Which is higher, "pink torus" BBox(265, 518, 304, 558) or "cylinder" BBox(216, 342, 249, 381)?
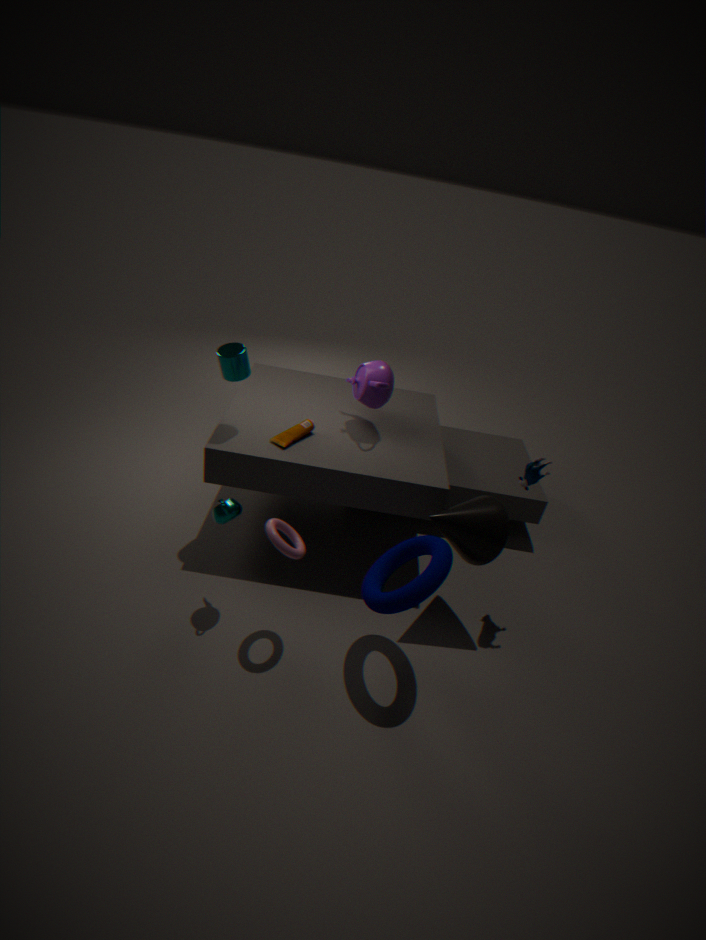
→ "cylinder" BBox(216, 342, 249, 381)
